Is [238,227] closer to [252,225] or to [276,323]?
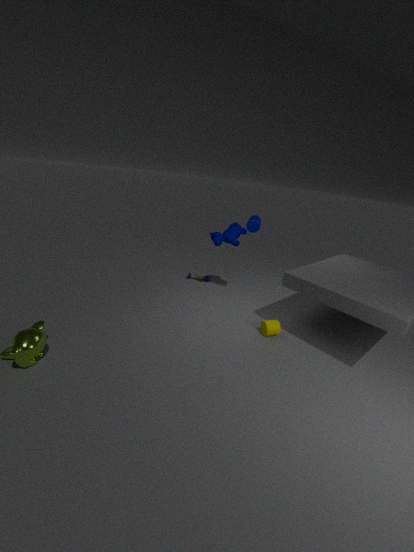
[252,225]
